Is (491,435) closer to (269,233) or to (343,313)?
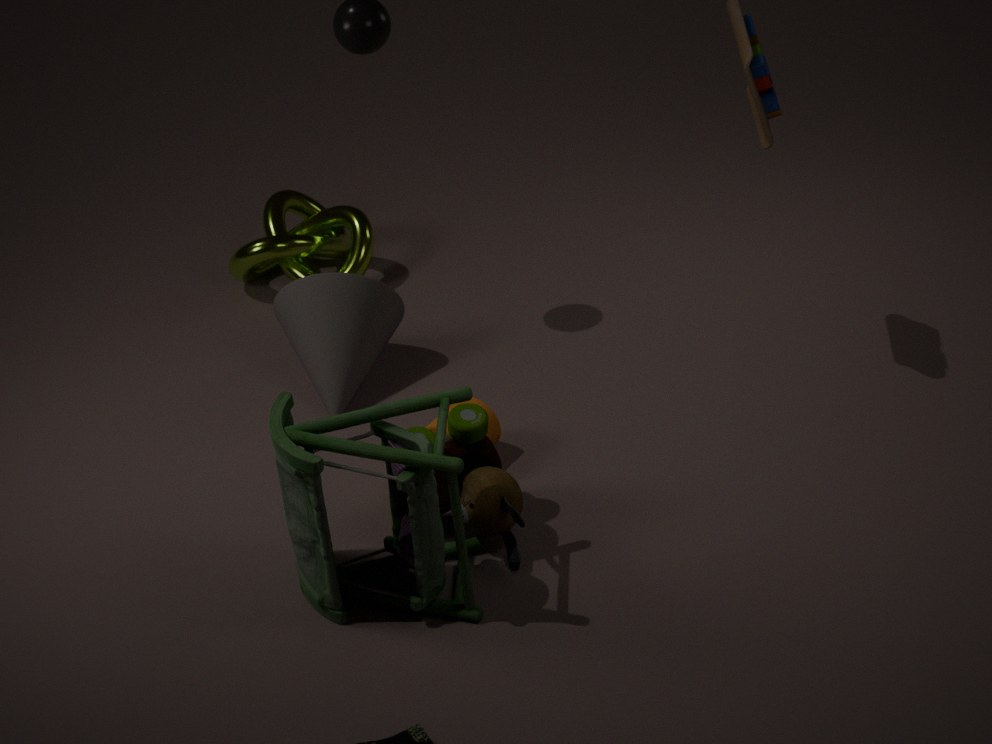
(343,313)
